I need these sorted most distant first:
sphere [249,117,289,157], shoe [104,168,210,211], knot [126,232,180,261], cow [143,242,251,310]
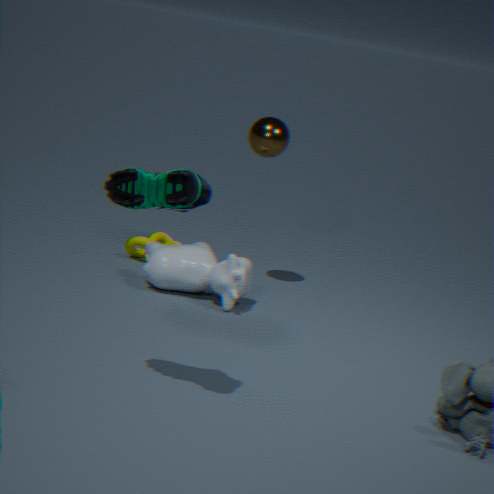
knot [126,232,180,261], sphere [249,117,289,157], cow [143,242,251,310], shoe [104,168,210,211]
